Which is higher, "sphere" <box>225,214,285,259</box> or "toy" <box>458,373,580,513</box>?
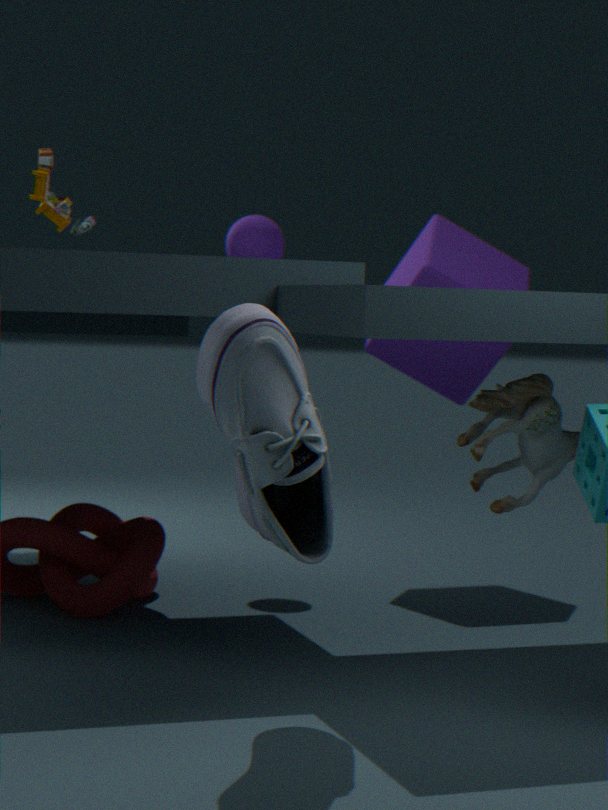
"sphere" <box>225,214,285,259</box>
